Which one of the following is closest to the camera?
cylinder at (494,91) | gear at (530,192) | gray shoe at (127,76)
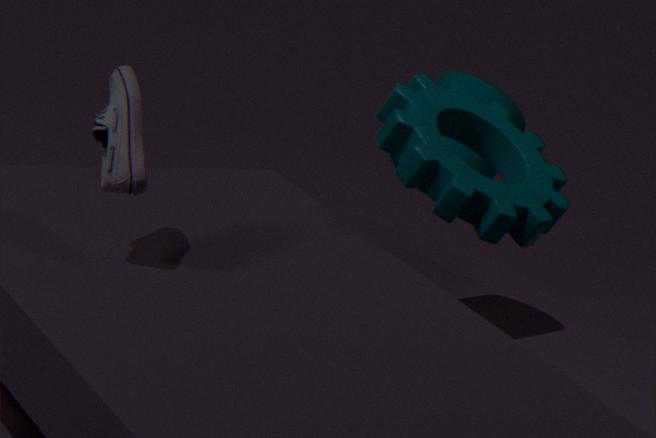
gray shoe at (127,76)
